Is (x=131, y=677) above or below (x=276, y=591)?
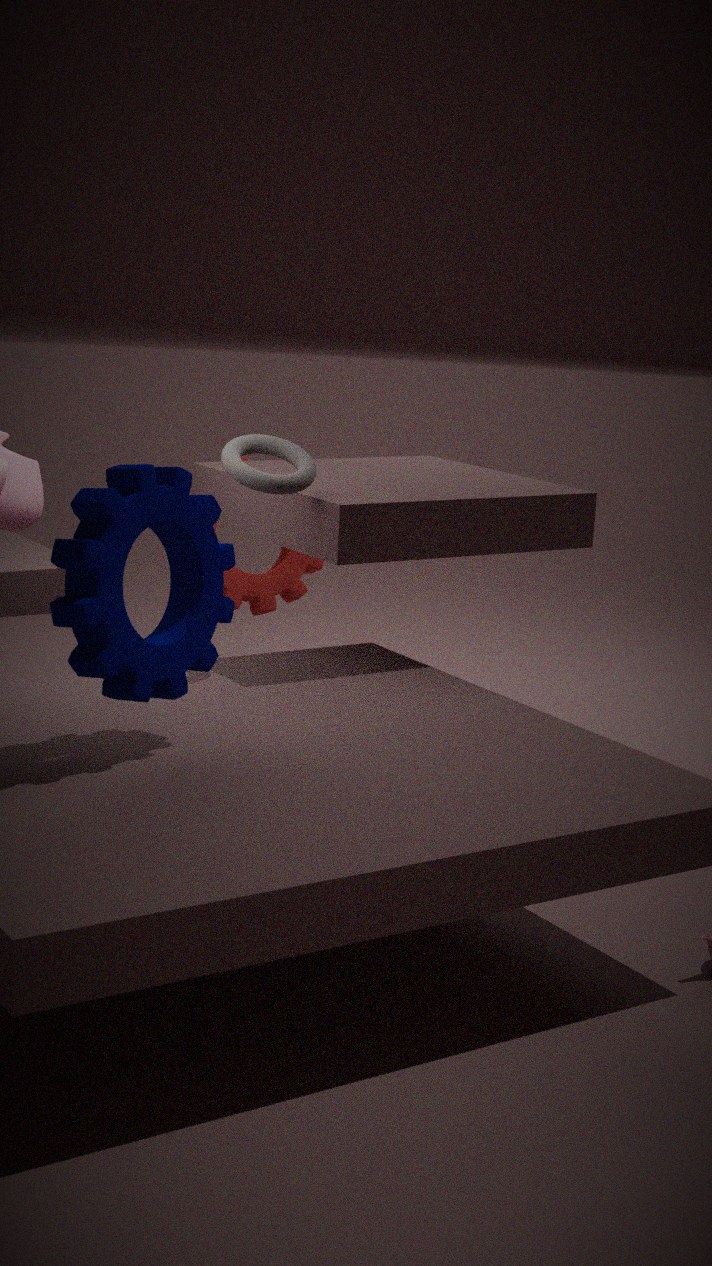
above
